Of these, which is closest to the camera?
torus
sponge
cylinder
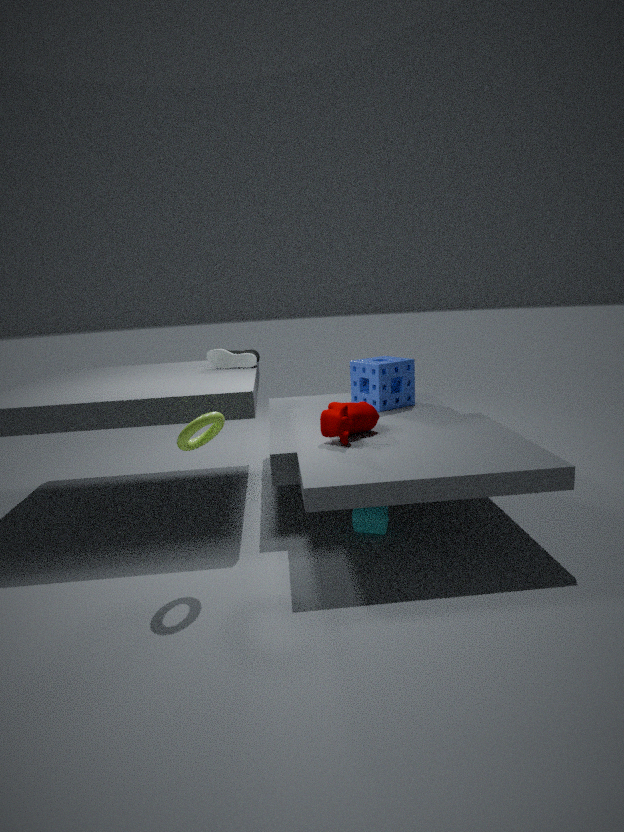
torus
